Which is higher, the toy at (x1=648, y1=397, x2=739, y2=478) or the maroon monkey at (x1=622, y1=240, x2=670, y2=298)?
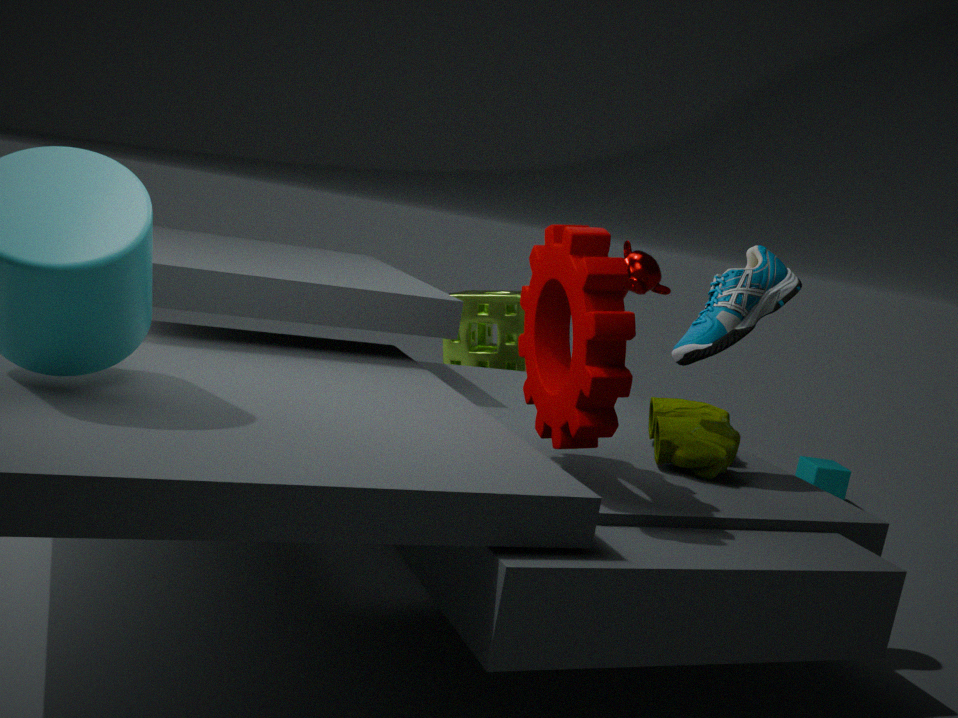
the maroon monkey at (x1=622, y1=240, x2=670, y2=298)
